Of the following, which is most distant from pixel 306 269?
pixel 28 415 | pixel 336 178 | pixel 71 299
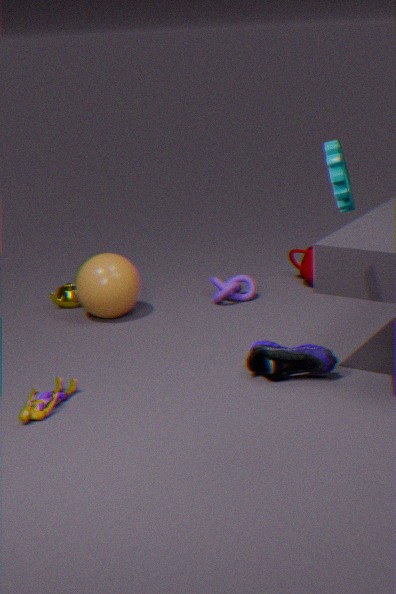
pixel 28 415
